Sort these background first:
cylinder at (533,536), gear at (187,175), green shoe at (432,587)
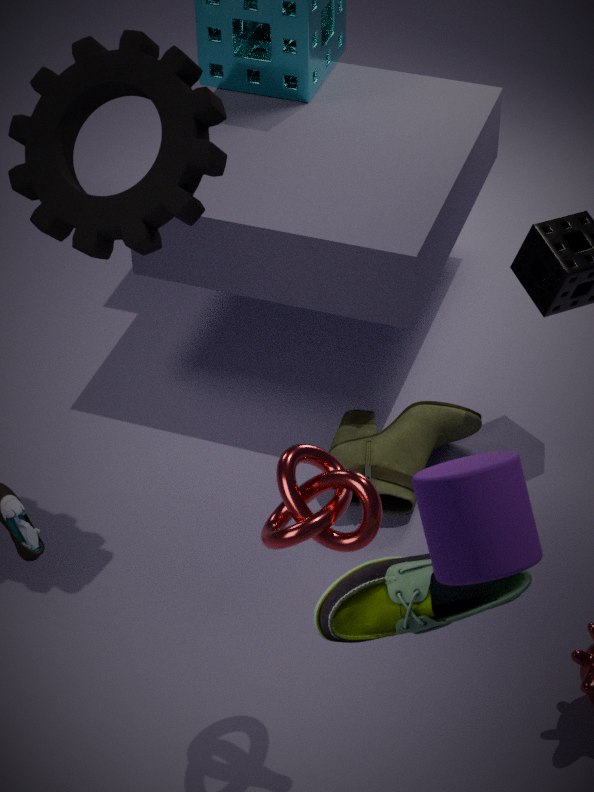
gear at (187,175) → green shoe at (432,587) → cylinder at (533,536)
